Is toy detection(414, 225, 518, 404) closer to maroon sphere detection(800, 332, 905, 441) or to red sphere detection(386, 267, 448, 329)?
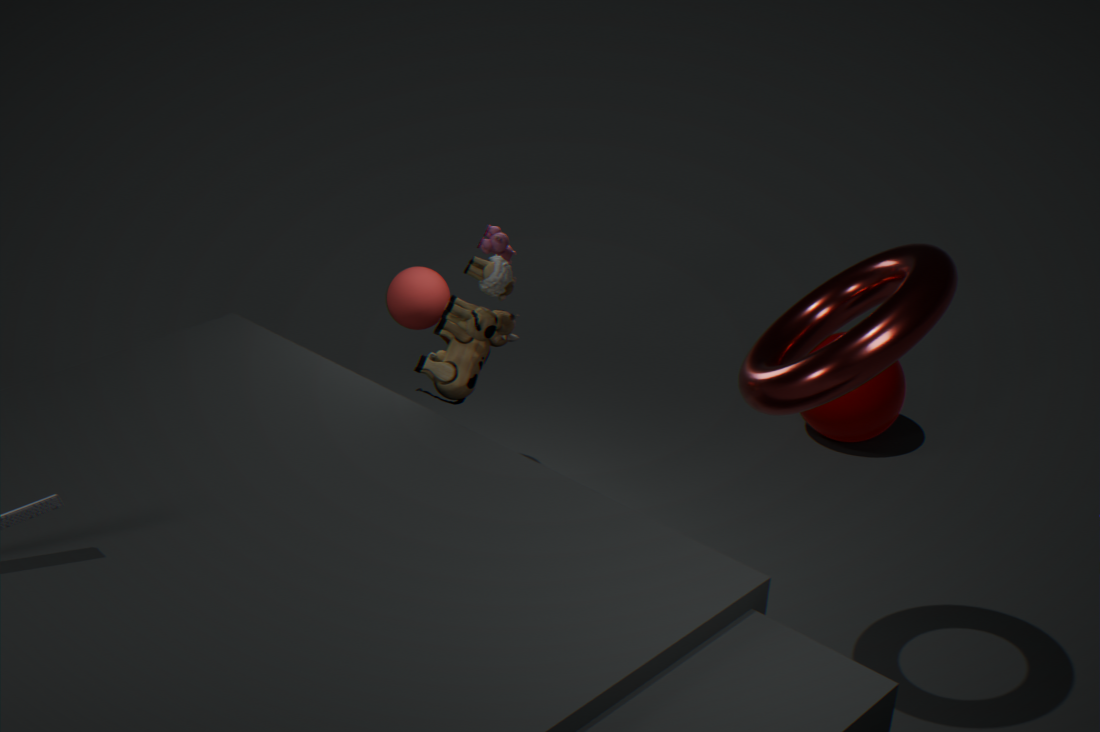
red sphere detection(386, 267, 448, 329)
